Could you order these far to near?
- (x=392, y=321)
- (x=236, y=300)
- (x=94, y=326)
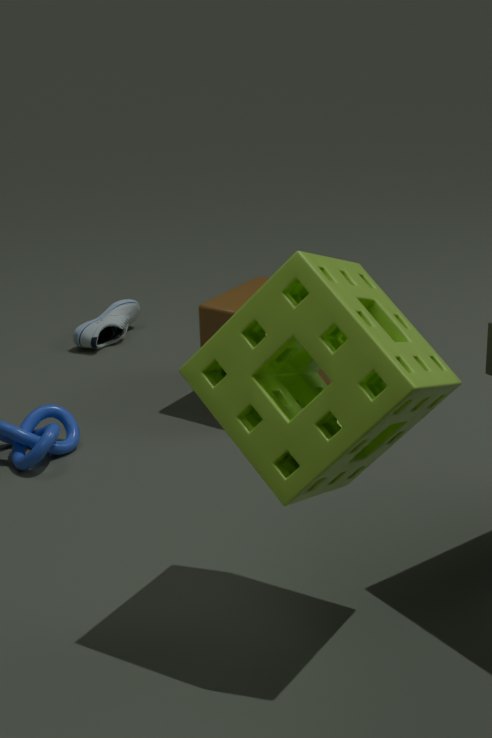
(x=94, y=326)
(x=236, y=300)
(x=392, y=321)
